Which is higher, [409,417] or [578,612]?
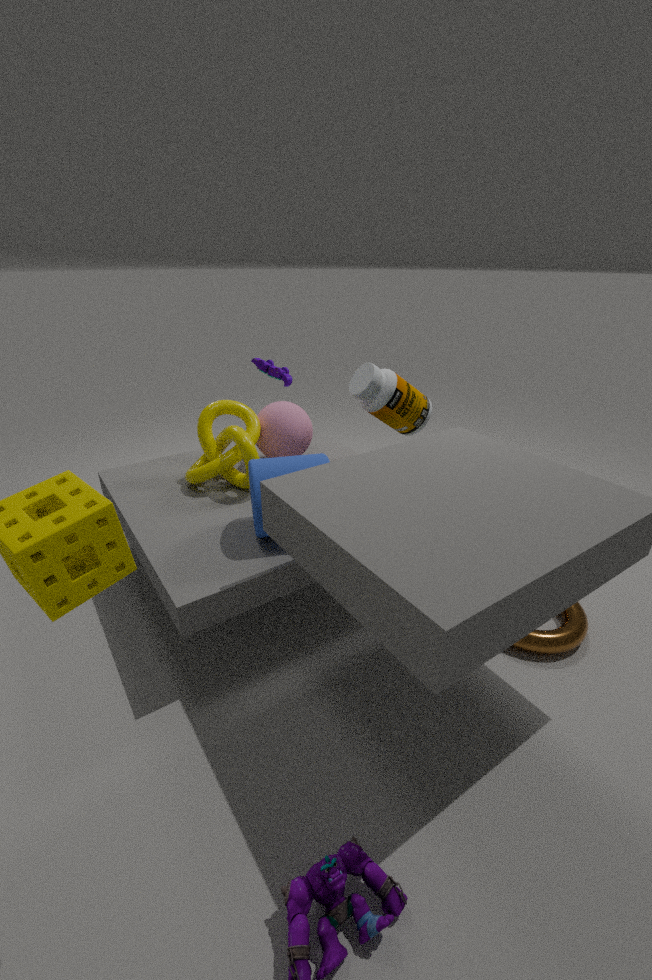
[409,417]
